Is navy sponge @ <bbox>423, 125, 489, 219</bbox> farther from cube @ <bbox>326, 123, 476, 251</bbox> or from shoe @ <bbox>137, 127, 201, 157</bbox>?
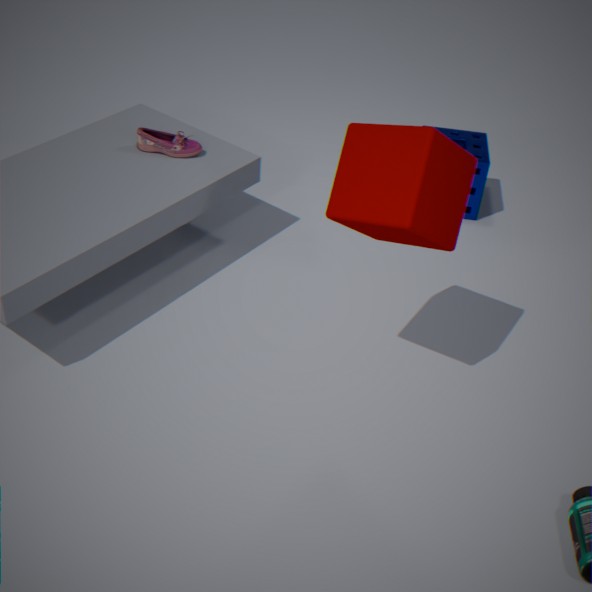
shoe @ <bbox>137, 127, 201, 157</bbox>
